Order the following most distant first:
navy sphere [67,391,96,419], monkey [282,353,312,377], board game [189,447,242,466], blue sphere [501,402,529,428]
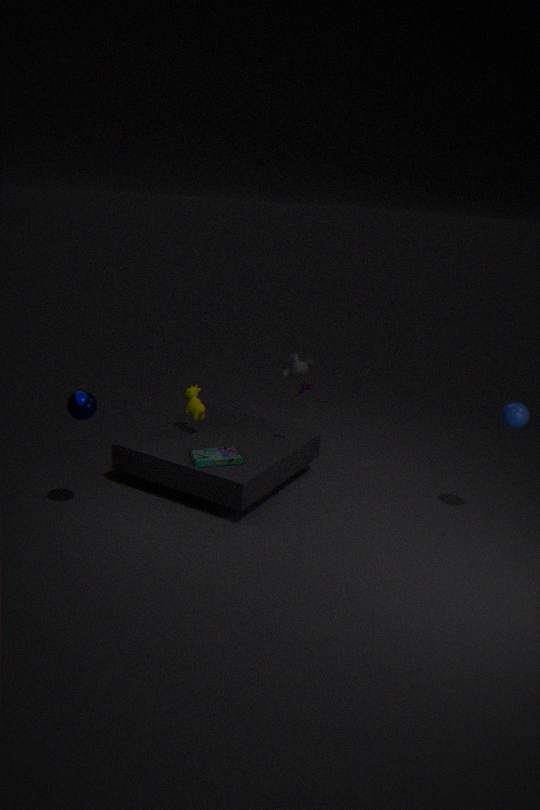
monkey [282,353,312,377], board game [189,447,242,466], blue sphere [501,402,529,428], navy sphere [67,391,96,419]
